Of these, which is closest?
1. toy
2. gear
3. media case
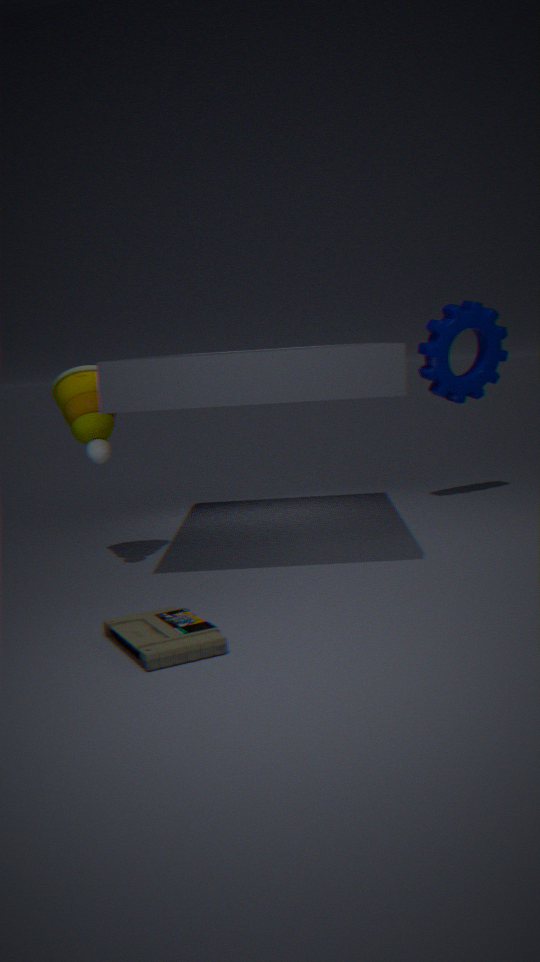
media case
